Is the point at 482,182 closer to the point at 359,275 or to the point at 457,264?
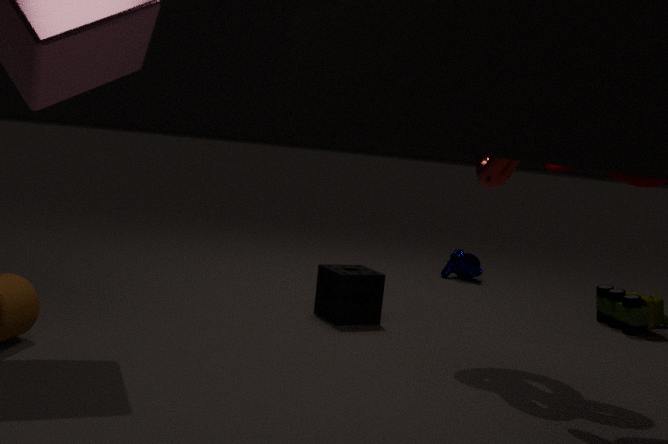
the point at 359,275
